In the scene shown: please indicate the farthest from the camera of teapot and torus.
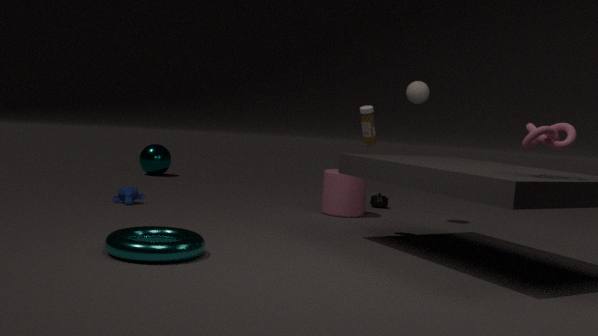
teapot
